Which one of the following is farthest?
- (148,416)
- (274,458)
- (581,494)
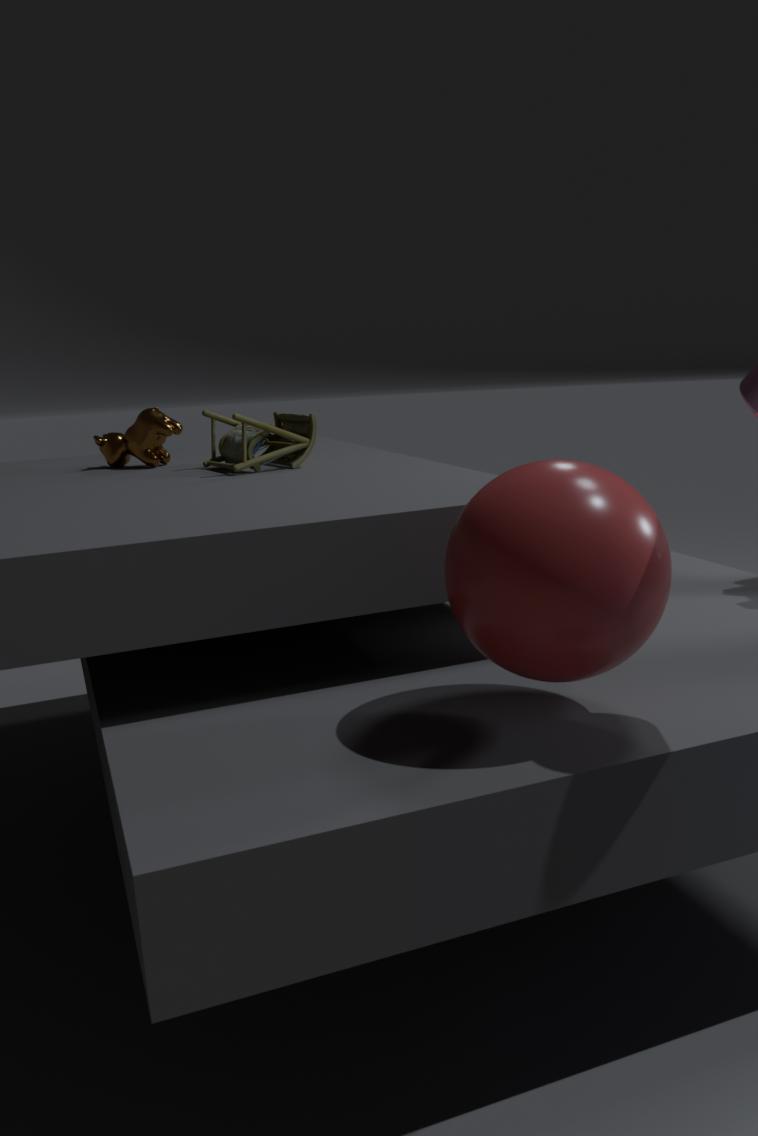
(148,416)
